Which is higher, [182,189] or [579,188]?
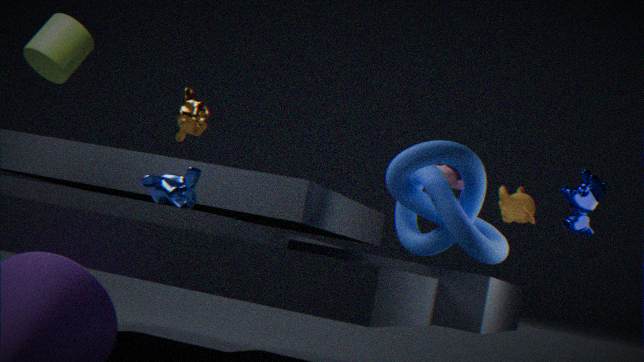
[579,188]
